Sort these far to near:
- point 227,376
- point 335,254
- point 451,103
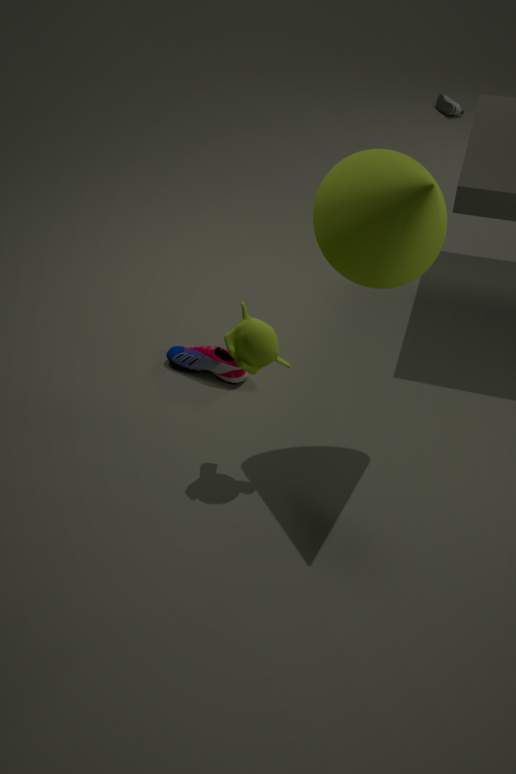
point 451,103 < point 227,376 < point 335,254
